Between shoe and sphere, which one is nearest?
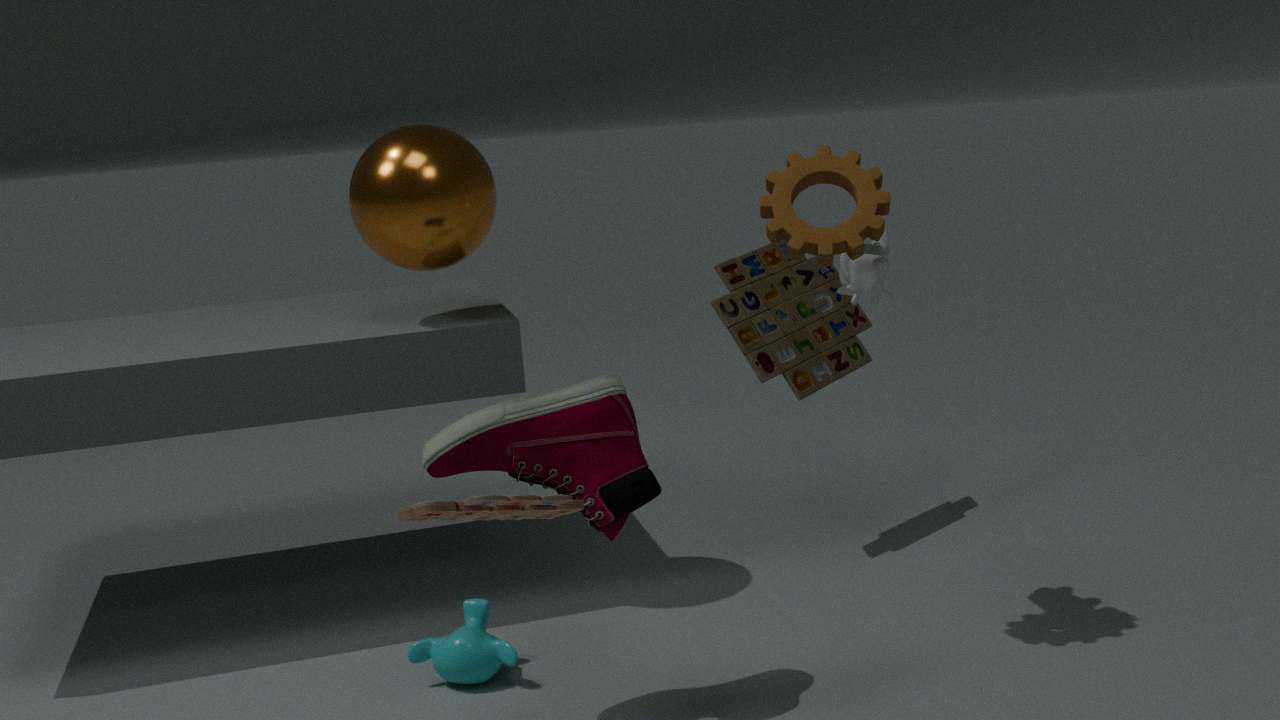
shoe
